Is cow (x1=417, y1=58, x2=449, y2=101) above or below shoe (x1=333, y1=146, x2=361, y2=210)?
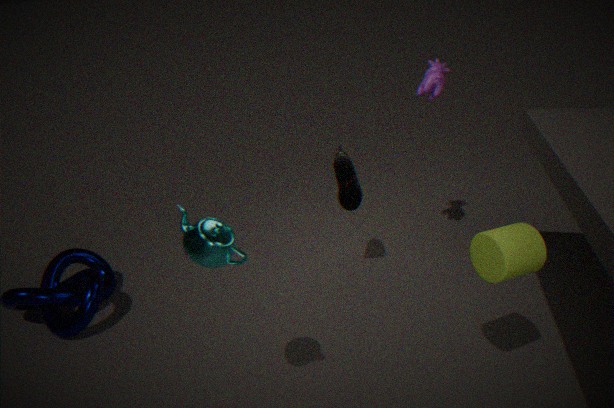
above
